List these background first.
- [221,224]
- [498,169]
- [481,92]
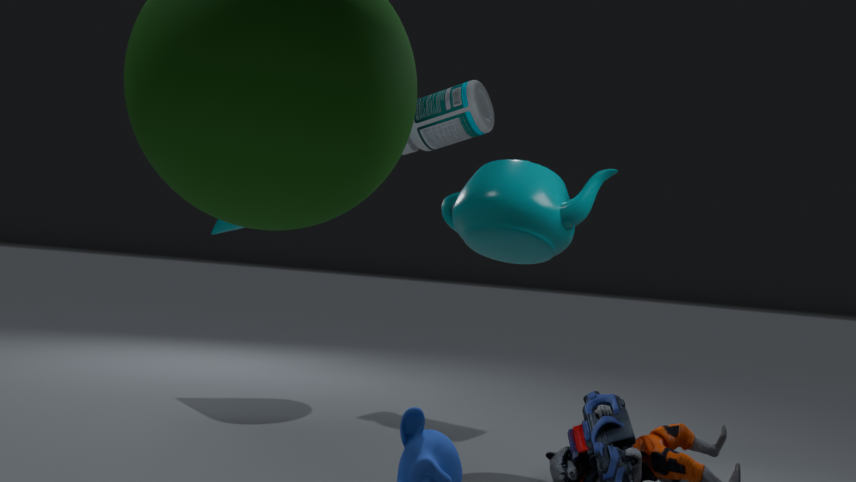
[481,92] < [221,224] < [498,169]
